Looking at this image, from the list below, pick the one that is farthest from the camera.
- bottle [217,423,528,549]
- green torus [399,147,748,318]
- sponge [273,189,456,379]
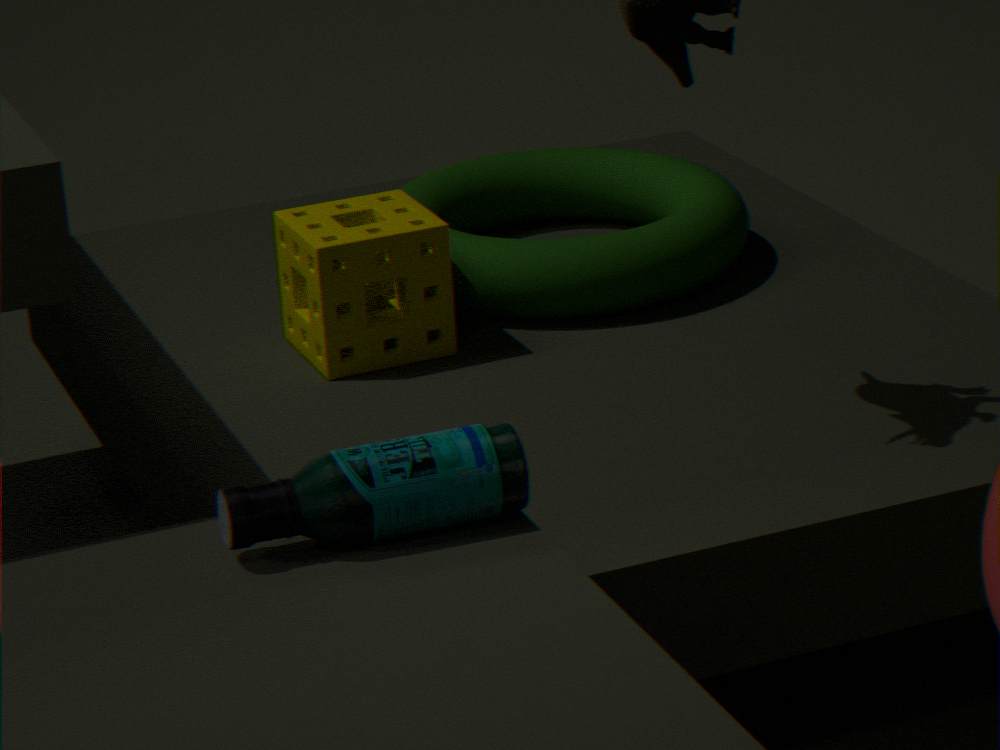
green torus [399,147,748,318]
